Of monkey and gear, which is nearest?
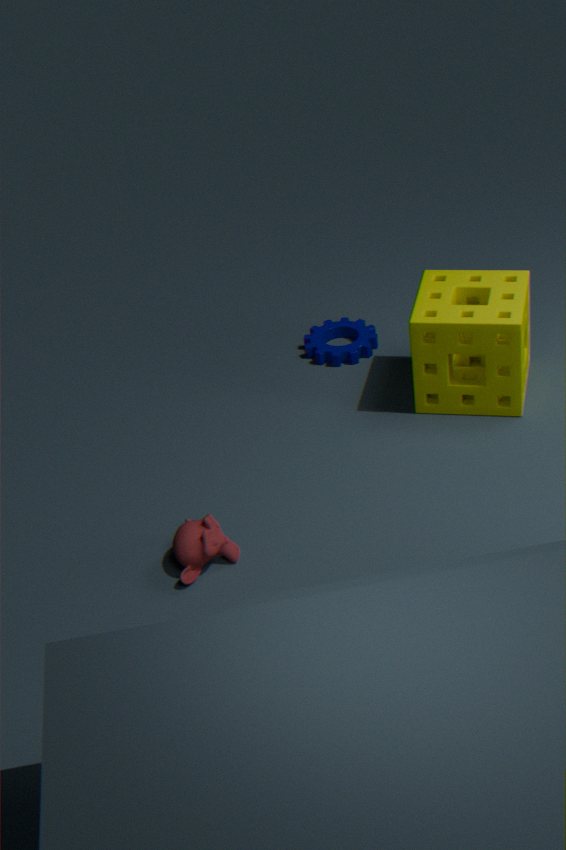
monkey
